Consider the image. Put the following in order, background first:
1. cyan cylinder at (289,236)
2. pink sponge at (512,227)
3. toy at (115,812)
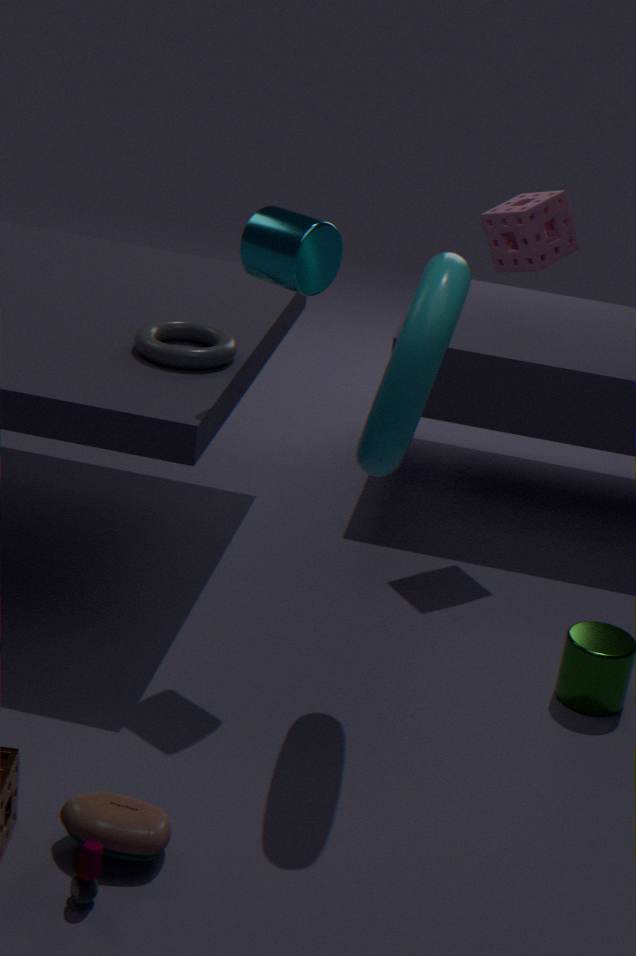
pink sponge at (512,227), cyan cylinder at (289,236), toy at (115,812)
